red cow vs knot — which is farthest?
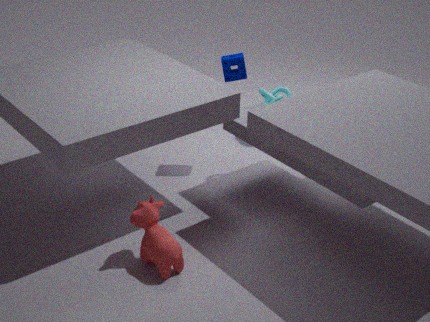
knot
